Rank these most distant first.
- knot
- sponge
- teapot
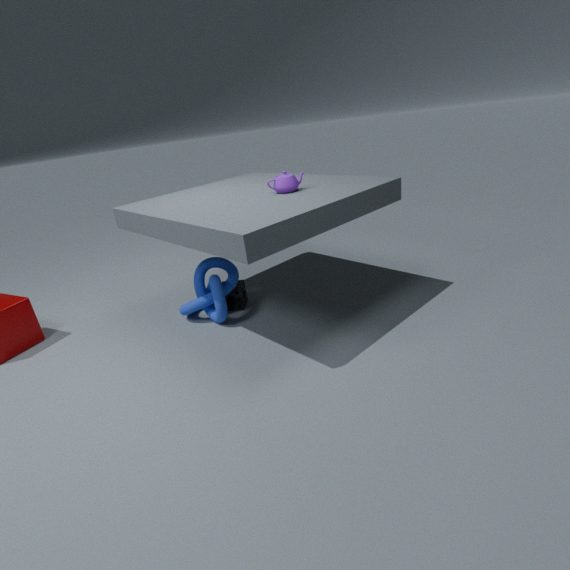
1. sponge
2. knot
3. teapot
